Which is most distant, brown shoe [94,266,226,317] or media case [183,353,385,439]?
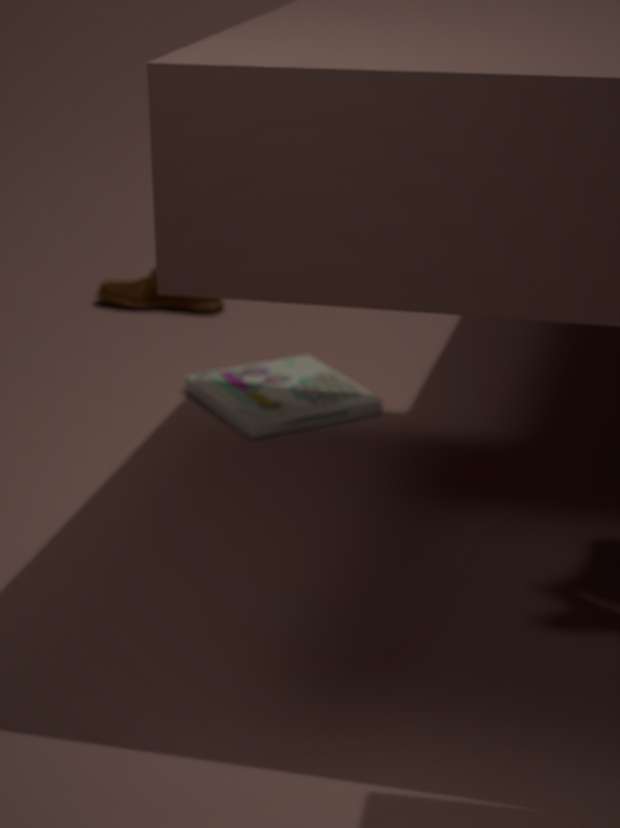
brown shoe [94,266,226,317]
